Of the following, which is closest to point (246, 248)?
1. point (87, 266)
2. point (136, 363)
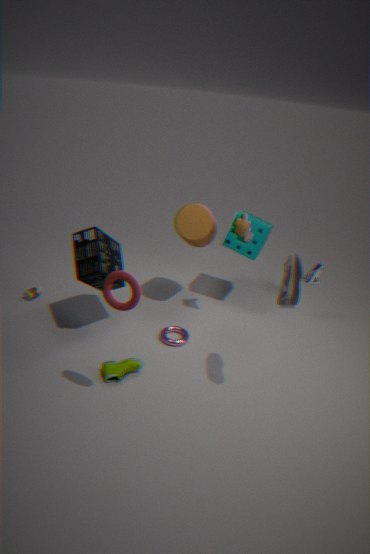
point (87, 266)
